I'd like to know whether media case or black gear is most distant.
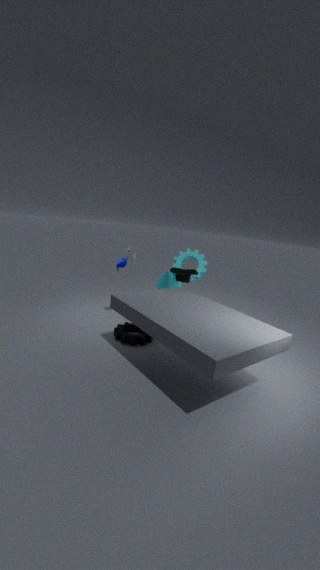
media case
